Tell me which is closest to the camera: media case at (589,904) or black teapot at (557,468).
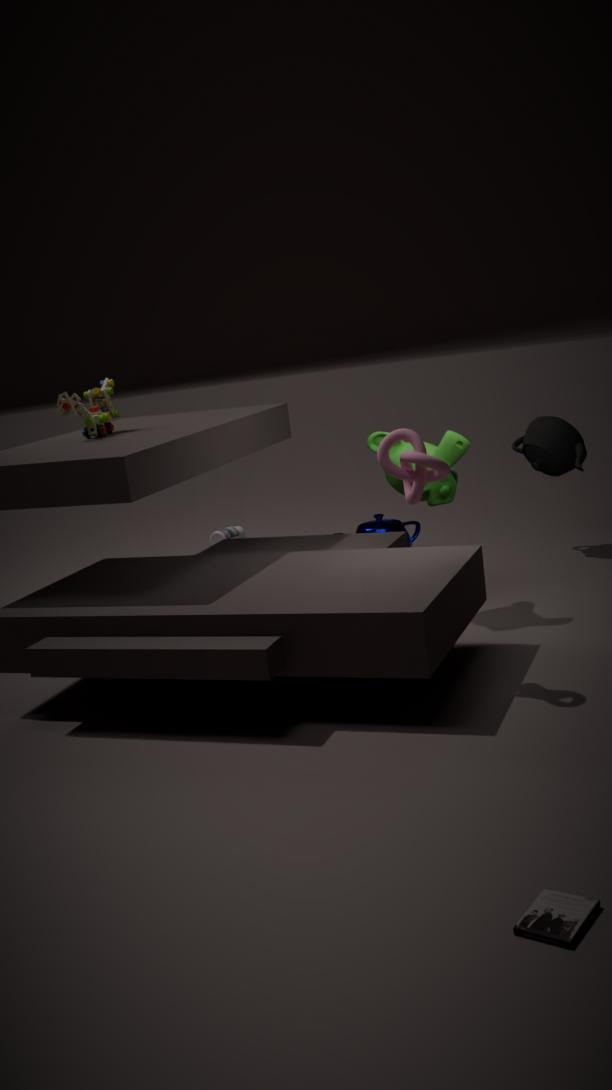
media case at (589,904)
